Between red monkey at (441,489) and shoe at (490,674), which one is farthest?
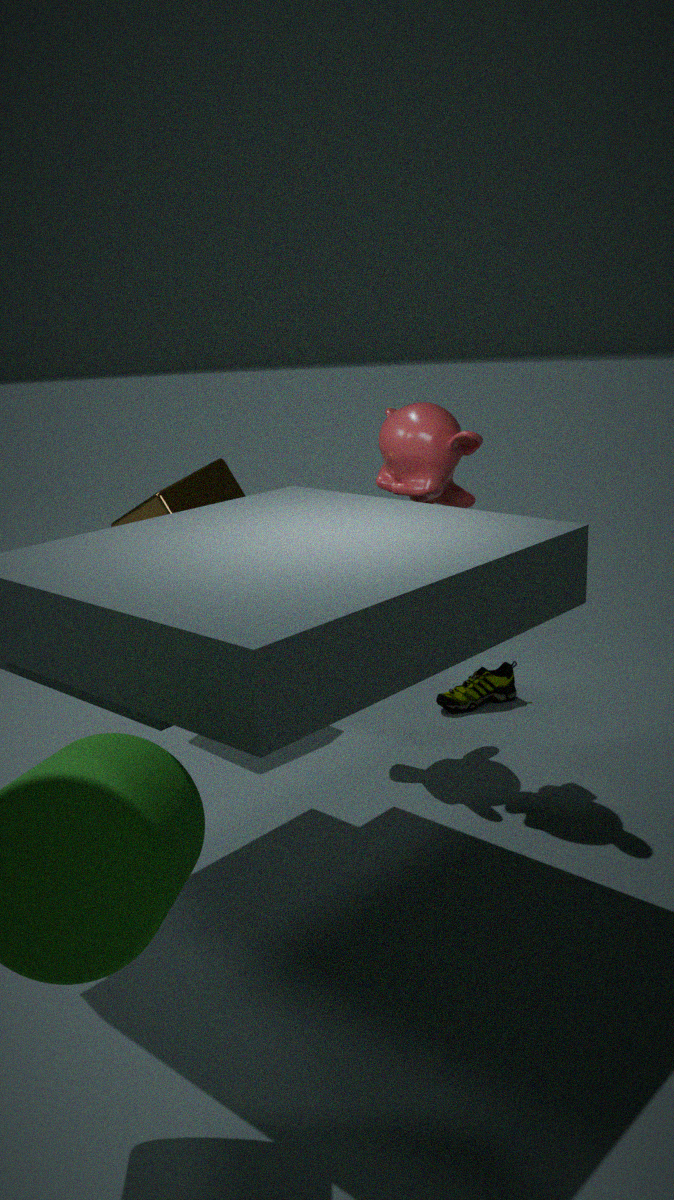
shoe at (490,674)
